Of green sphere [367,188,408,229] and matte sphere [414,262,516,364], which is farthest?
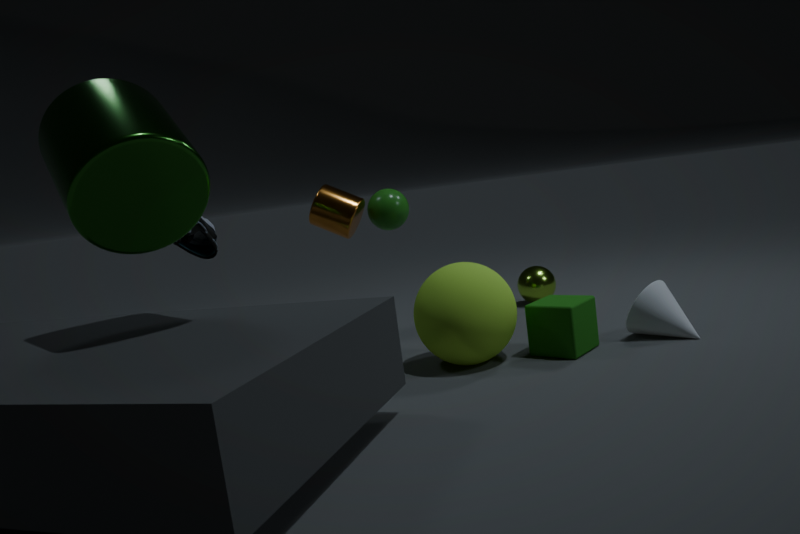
green sphere [367,188,408,229]
